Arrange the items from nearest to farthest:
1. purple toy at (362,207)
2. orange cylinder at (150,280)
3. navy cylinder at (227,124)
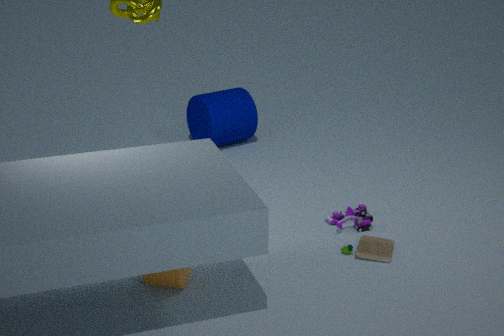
orange cylinder at (150,280) → purple toy at (362,207) → navy cylinder at (227,124)
